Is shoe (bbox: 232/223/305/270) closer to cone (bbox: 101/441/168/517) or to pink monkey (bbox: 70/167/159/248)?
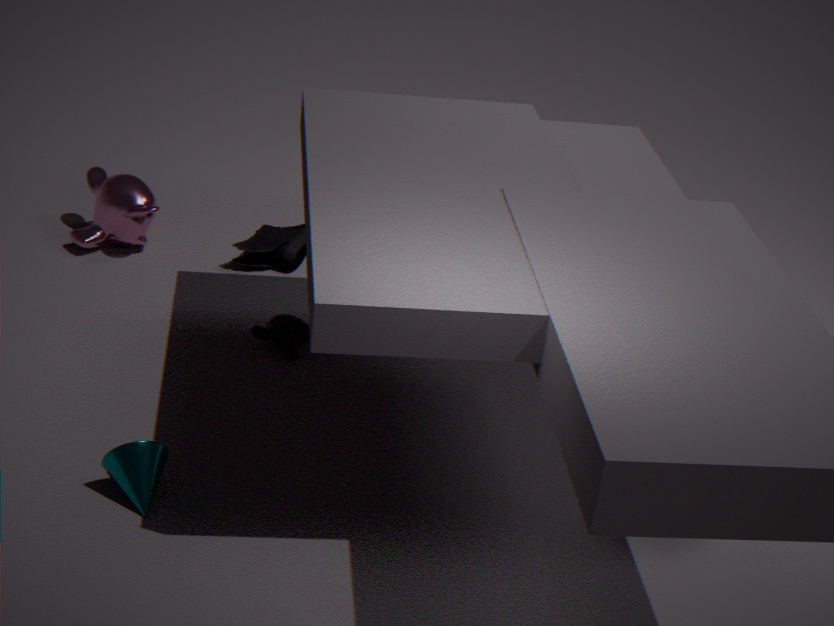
pink monkey (bbox: 70/167/159/248)
